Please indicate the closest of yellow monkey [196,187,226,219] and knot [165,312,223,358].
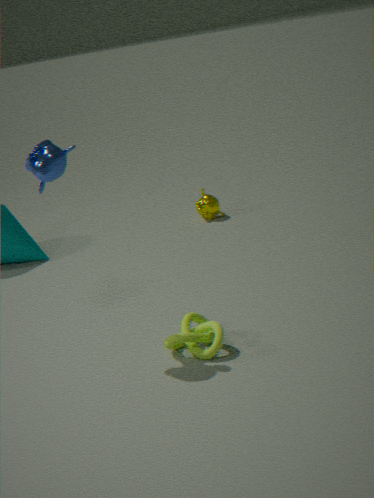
knot [165,312,223,358]
